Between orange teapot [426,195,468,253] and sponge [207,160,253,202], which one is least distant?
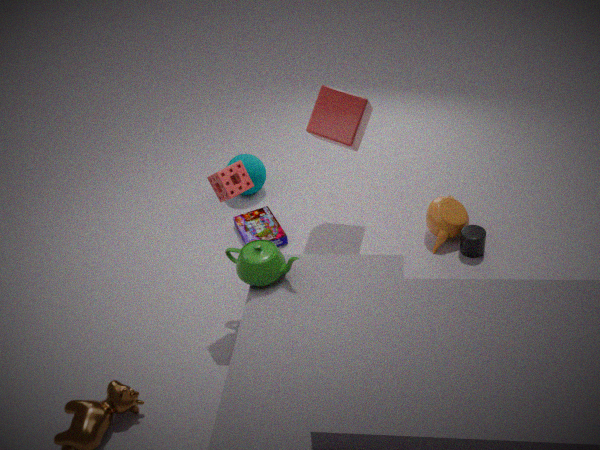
sponge [207,160,253,202]
